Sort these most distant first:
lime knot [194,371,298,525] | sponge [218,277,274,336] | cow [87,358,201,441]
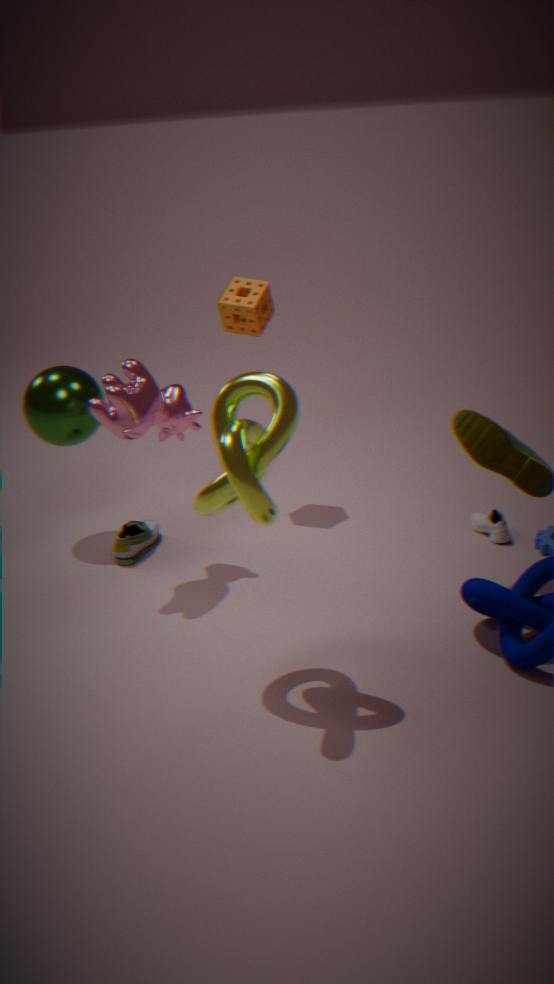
sponge [218,277,274,336]
cow [87,358,201,441]
lime knot [194,371,298,525]
